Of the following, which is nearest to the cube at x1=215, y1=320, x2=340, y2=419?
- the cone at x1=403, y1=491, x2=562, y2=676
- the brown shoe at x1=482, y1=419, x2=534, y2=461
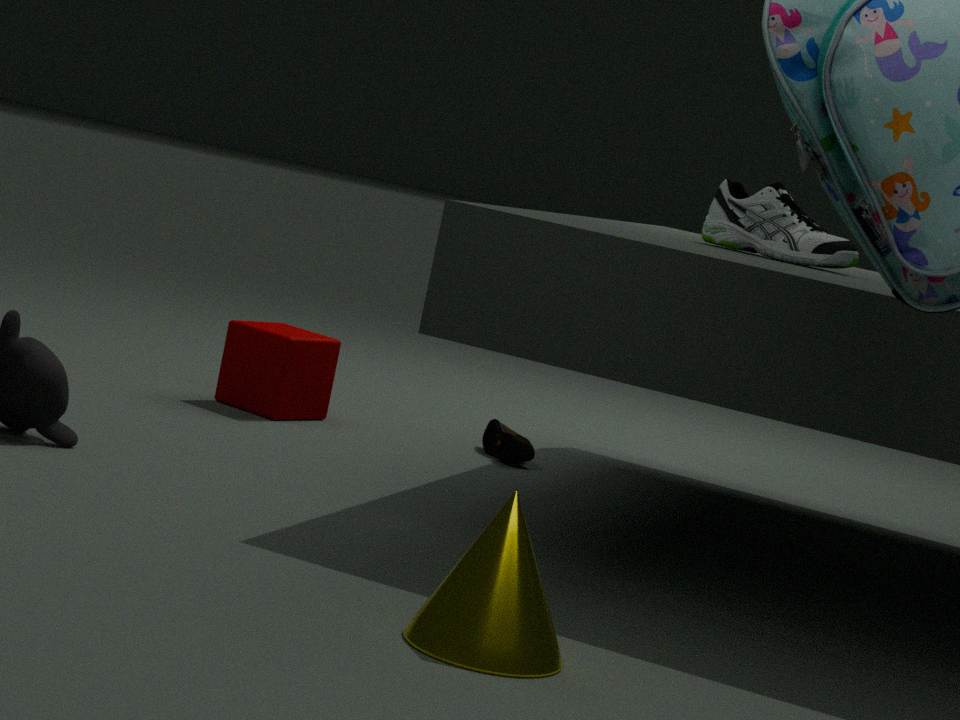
the brown shoe at x1=482, y1=419, x2=534, y2=461
